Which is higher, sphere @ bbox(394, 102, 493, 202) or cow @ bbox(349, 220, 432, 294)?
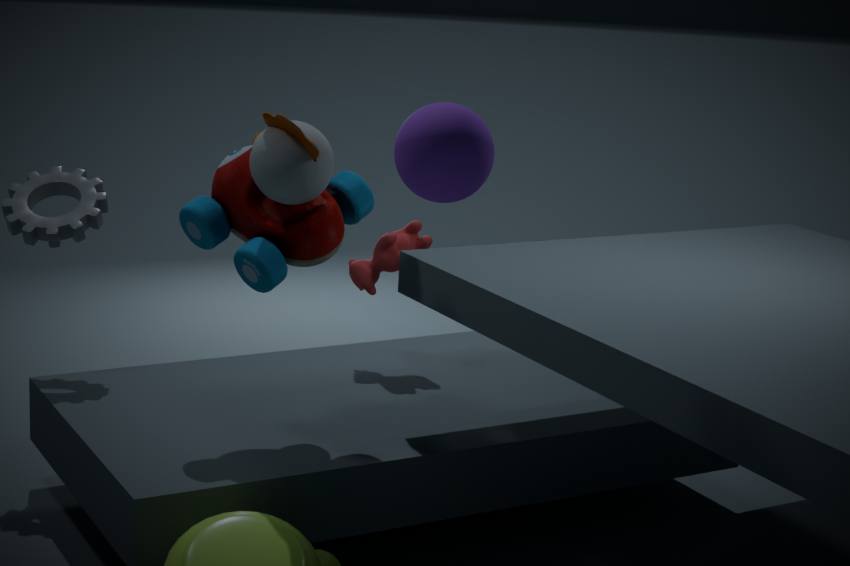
sphere @ bbox(394, 102, 493, 202)
